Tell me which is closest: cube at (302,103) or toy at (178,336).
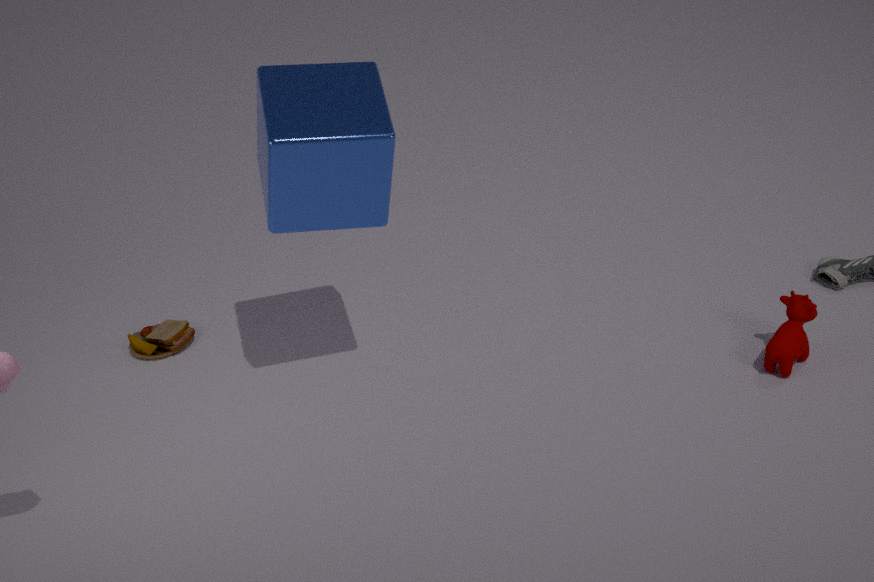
cube at (302,103)
